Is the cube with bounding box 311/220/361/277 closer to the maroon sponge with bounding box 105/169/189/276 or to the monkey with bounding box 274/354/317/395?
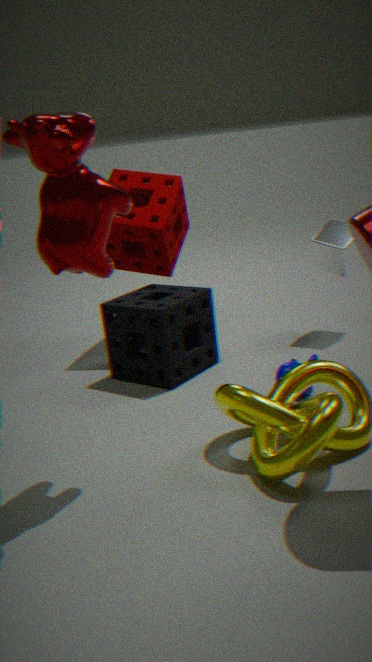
the monkey with bounding box 274/354/317/395
